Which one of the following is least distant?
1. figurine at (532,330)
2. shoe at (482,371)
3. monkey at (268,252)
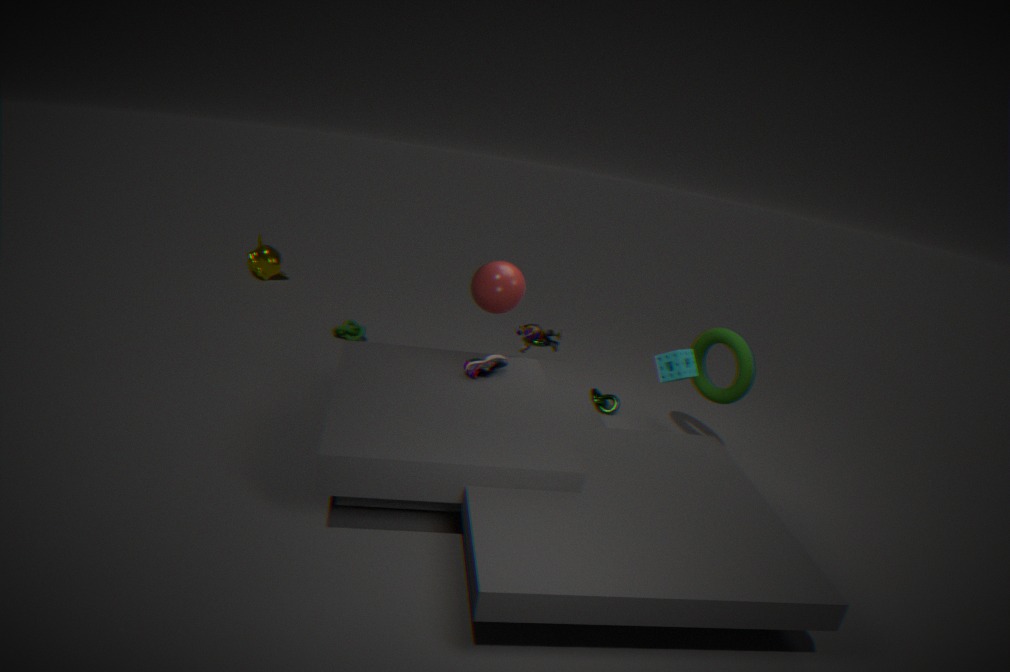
shoe at (482,371)
